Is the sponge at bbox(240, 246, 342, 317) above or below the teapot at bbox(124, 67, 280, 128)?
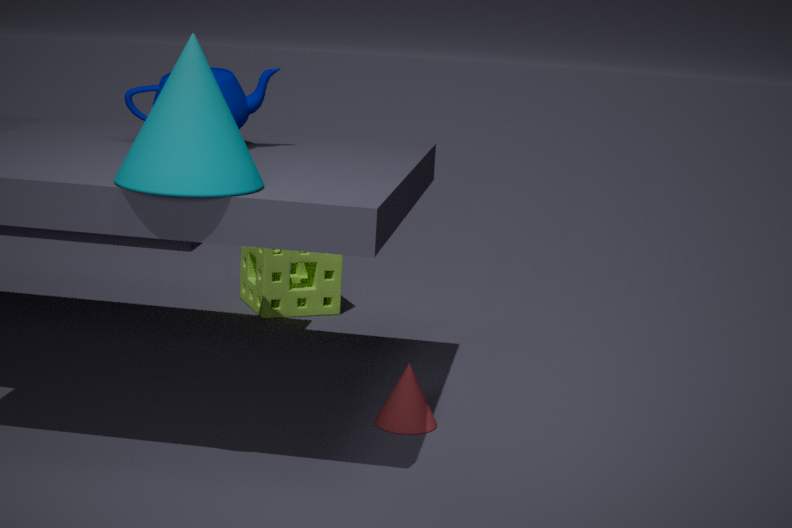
below
